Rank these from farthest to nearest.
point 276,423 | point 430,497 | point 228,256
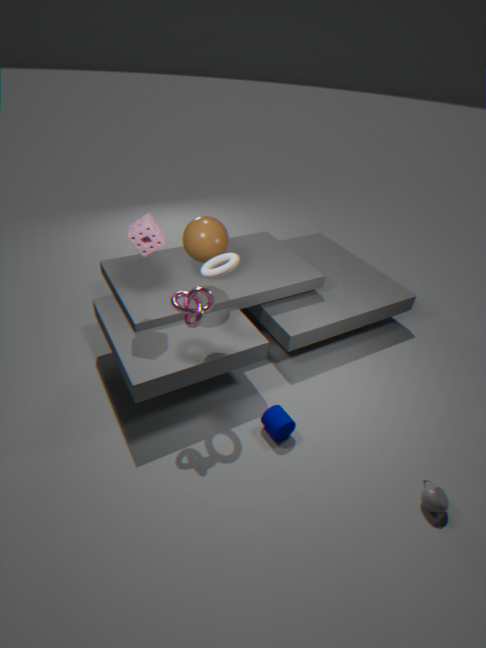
point 276,423 → point 228,256 → point 430,497
